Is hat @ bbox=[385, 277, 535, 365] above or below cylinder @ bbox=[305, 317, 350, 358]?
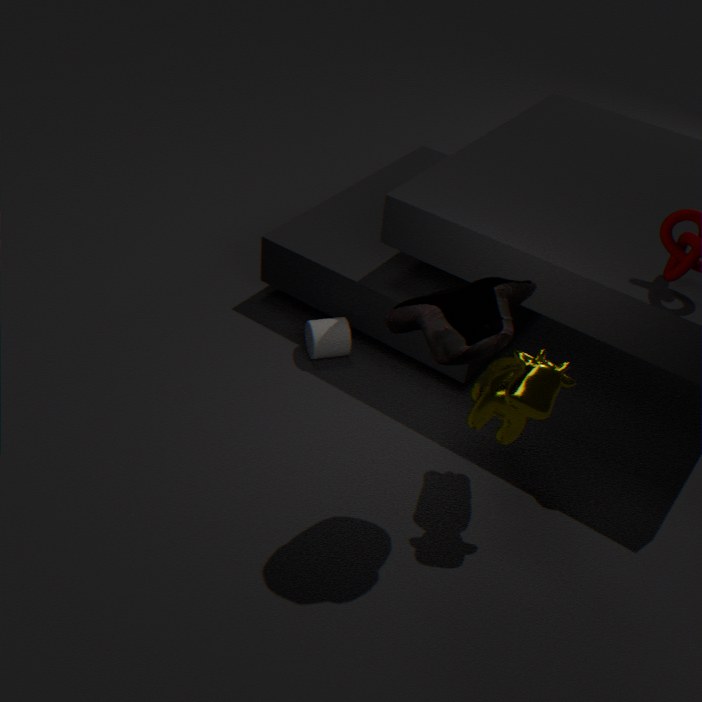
above
